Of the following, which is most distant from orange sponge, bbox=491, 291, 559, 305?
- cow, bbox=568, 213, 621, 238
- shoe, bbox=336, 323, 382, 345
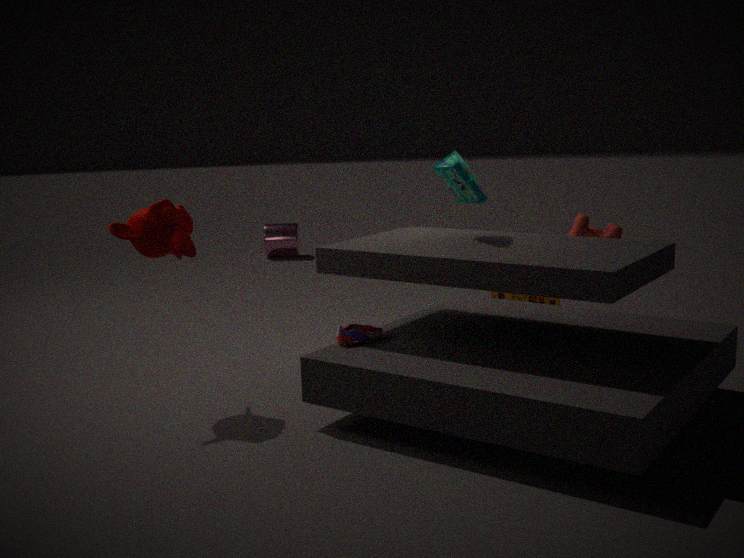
shoe, bbox=336, 323, 382, 345
